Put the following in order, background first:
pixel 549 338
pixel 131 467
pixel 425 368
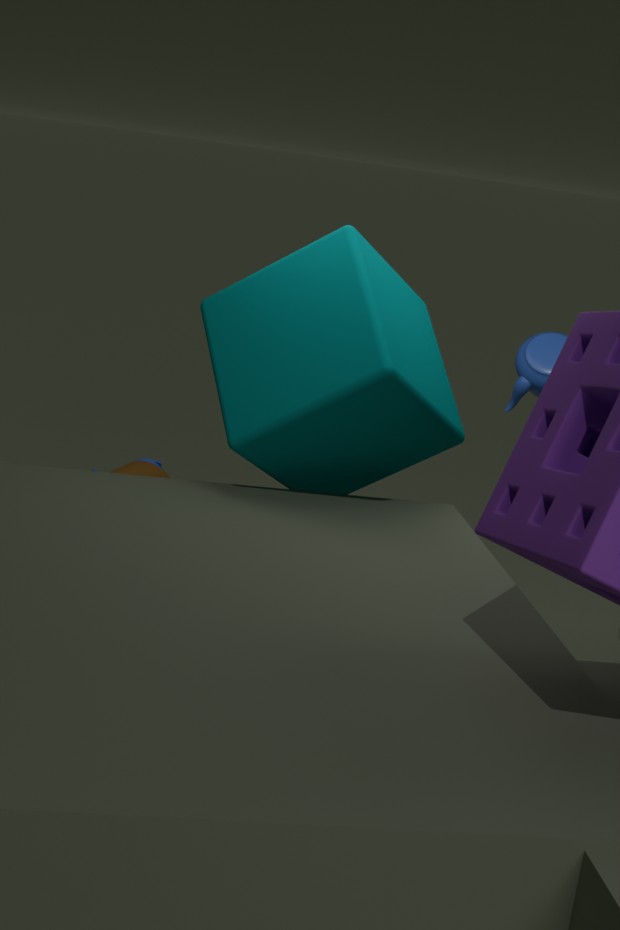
1. pixel 549 338
2. pixel 131 467
3. pixel 425 368
